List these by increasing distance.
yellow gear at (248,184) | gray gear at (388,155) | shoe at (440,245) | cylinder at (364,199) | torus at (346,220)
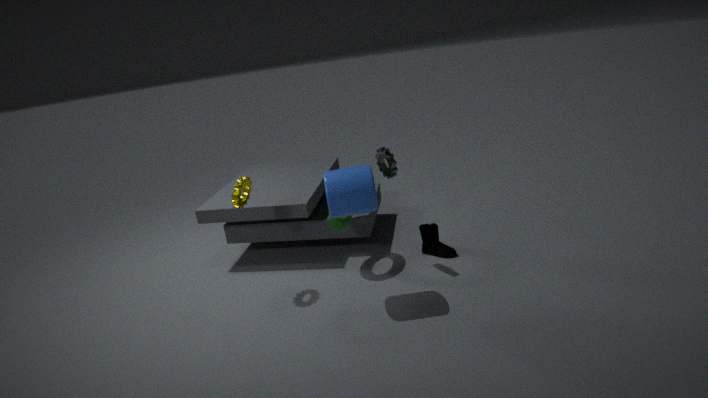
cylinder at (364,199) < yellow gear at (248,184) < gray gear at (388,155) < torus at (346,220) < shoe at (440,245)
